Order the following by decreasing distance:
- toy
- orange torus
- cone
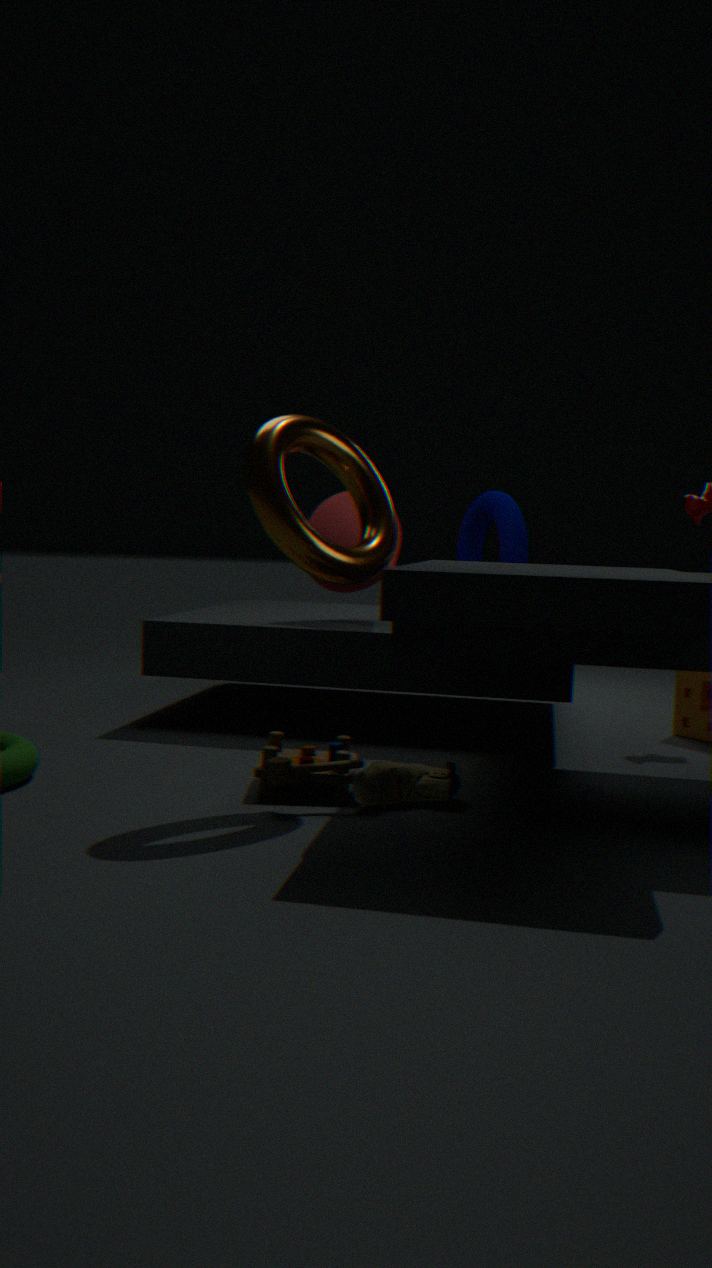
cone
toy
orange torus
